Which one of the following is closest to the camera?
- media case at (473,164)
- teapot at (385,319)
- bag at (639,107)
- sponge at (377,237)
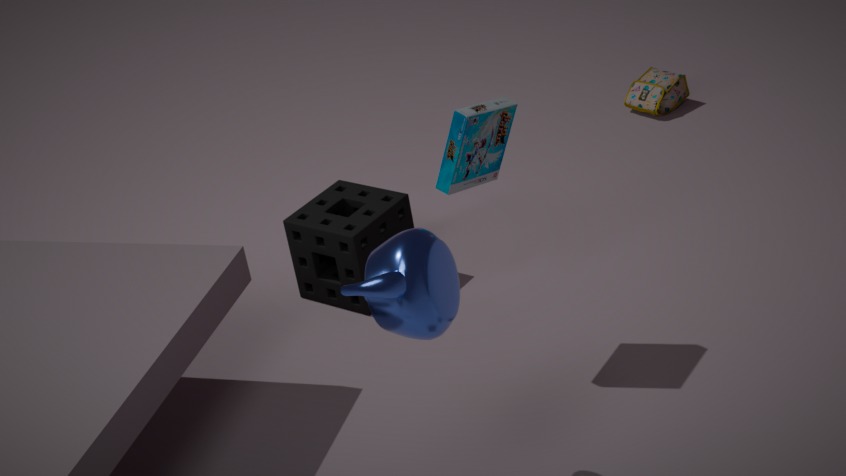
teapot at (385,319)
